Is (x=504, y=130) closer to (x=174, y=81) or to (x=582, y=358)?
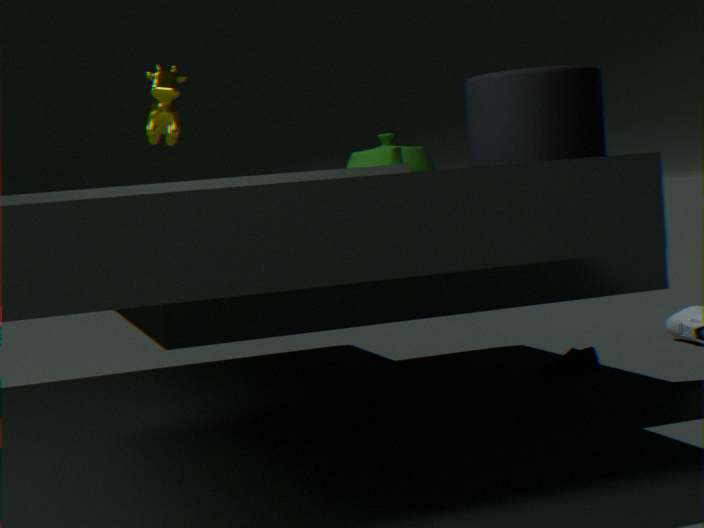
(x=582, y=358)
